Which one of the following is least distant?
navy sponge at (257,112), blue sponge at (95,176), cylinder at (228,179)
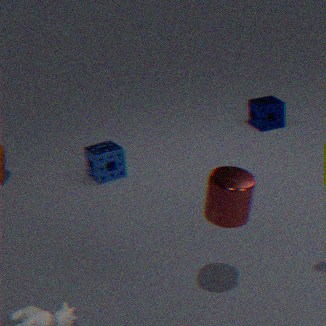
cylinder at (228,179)
